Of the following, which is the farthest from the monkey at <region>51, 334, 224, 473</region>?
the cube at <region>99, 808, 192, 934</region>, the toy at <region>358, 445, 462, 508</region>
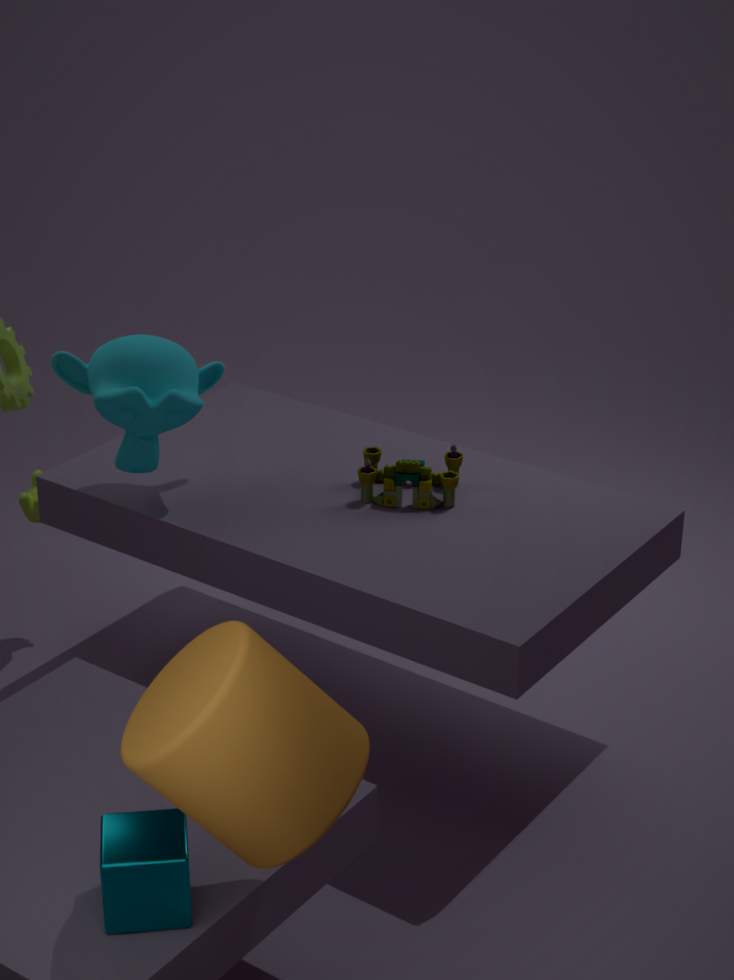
the cube at <region>99, 808, 192, 934</region>
